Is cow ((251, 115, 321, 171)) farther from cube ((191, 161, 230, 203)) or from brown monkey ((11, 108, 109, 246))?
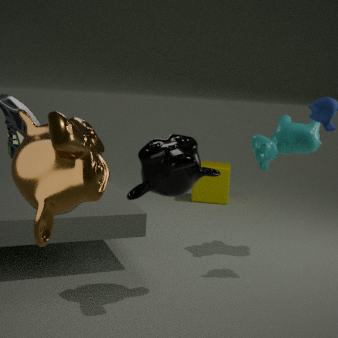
brown monkey ((11, 108, 109, 246))
